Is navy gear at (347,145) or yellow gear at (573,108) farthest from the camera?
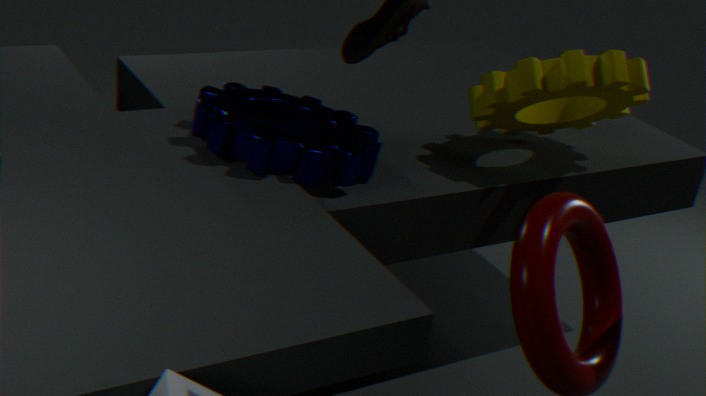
yellow gear at (573,108)
